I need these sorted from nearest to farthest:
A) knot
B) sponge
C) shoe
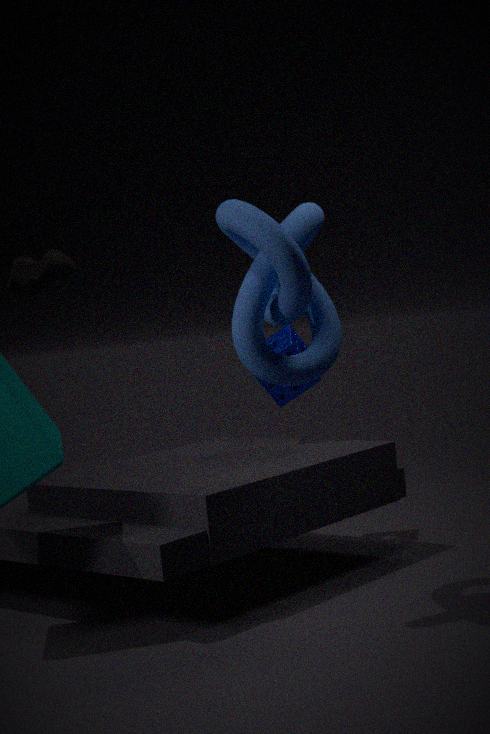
knot
sponge
shoe
